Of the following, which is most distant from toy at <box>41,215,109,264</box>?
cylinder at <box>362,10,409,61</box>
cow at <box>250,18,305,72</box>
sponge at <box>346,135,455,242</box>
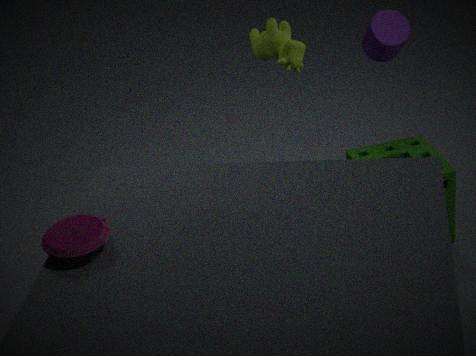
cylinder at <box>362,10,409,61</box>
